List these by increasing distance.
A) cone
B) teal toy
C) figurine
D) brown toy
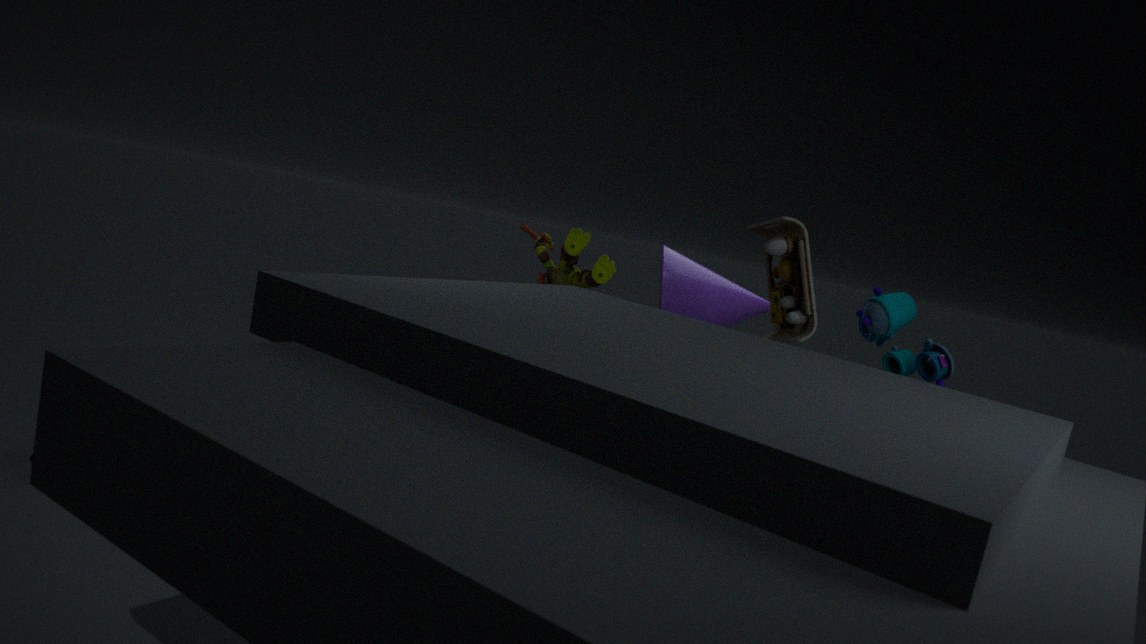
brown toy, teal toy, figurine, cone
